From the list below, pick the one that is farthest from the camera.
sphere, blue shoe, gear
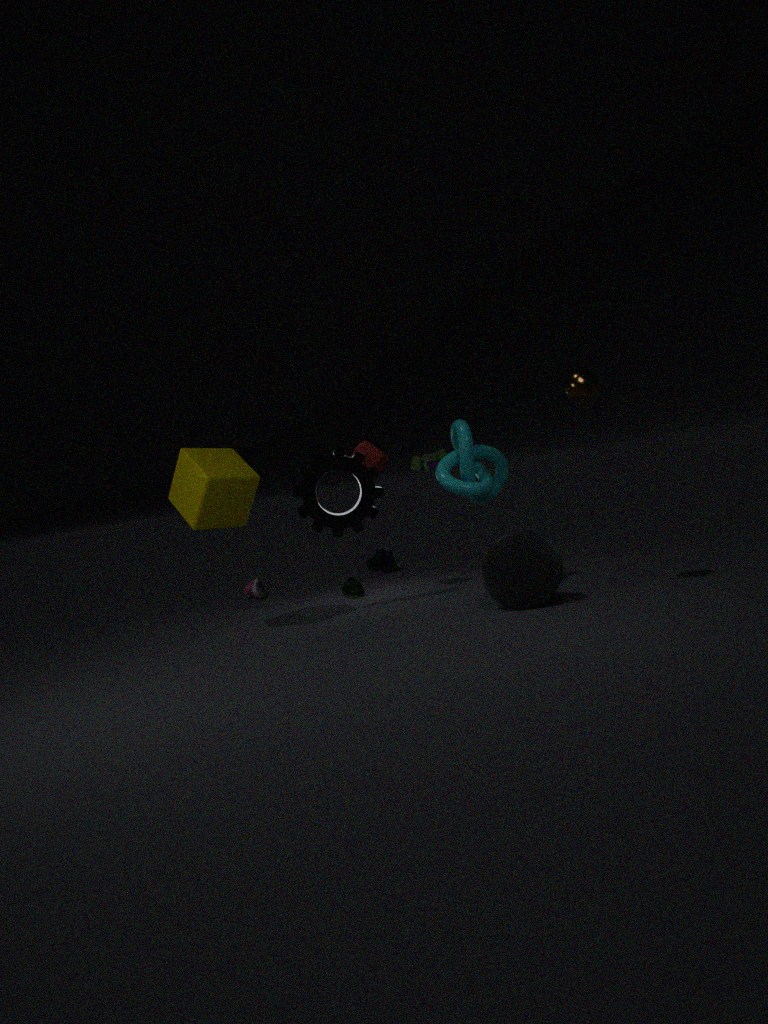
blue shoe
